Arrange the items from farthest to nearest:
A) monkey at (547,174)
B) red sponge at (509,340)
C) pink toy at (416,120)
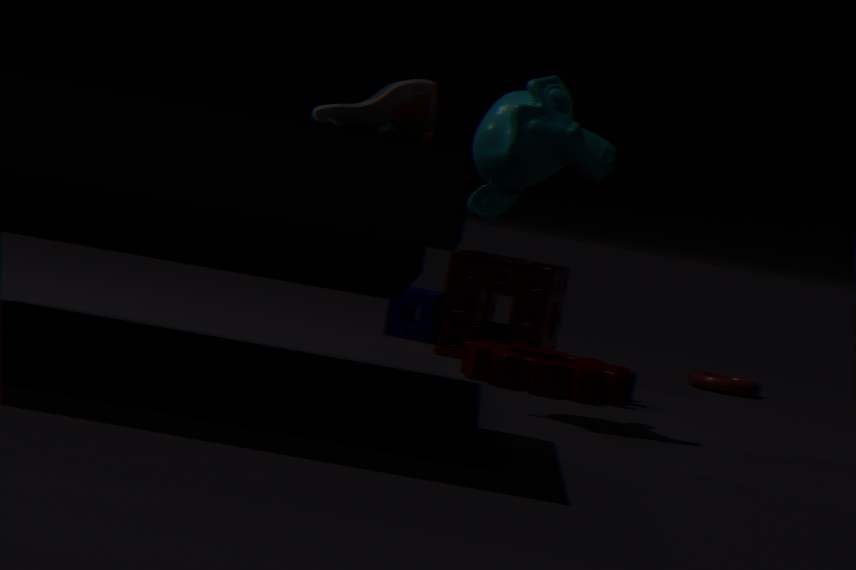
red sponge at (509,340)
monkey at (547,174)
pink toy at (416,120)
